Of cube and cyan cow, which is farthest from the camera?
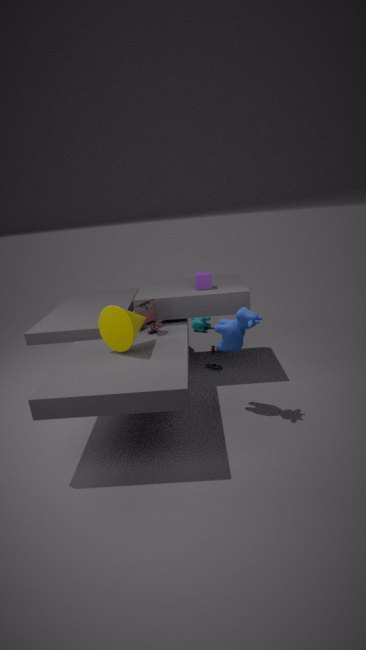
cyan cow
